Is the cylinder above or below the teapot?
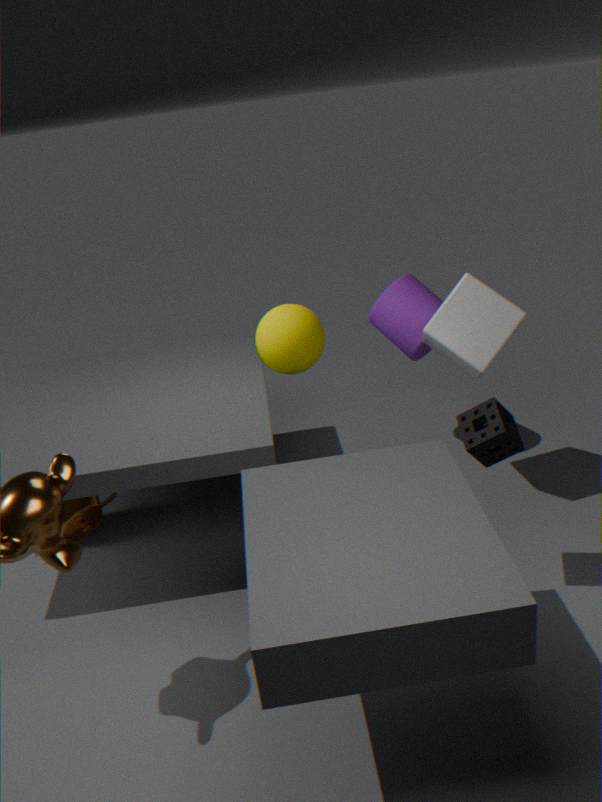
above
